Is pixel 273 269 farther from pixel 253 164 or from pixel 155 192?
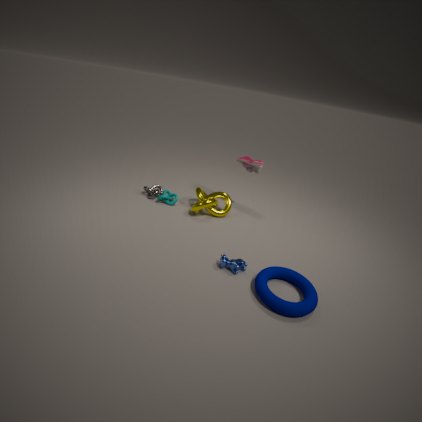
pixel 155 192
